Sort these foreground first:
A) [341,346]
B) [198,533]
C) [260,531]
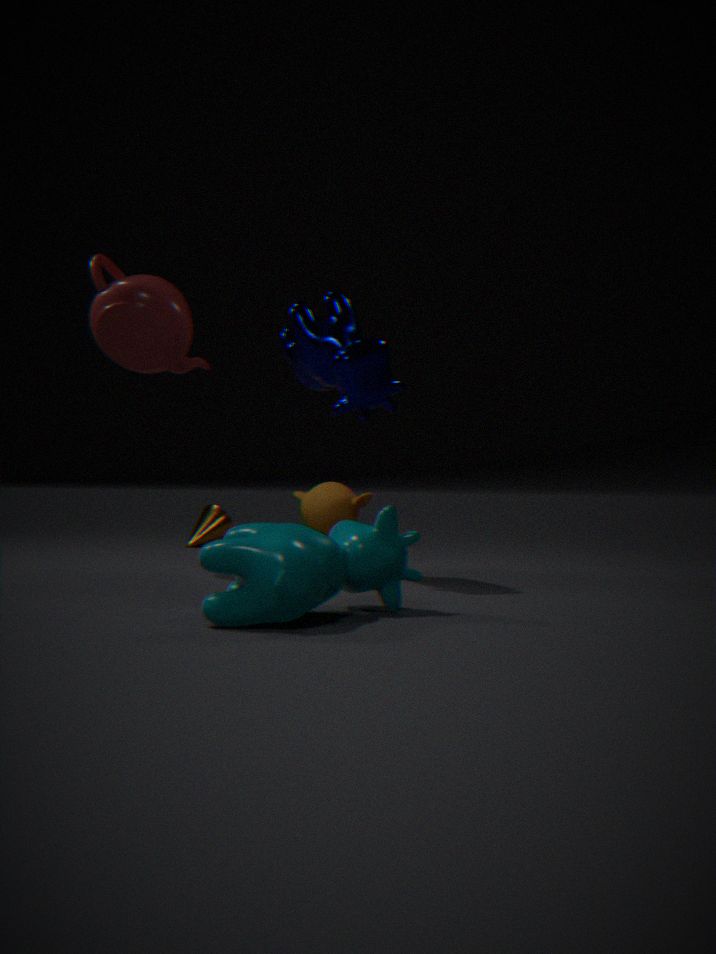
1. [260,531]
2. [341,346]
3. [198,533]
